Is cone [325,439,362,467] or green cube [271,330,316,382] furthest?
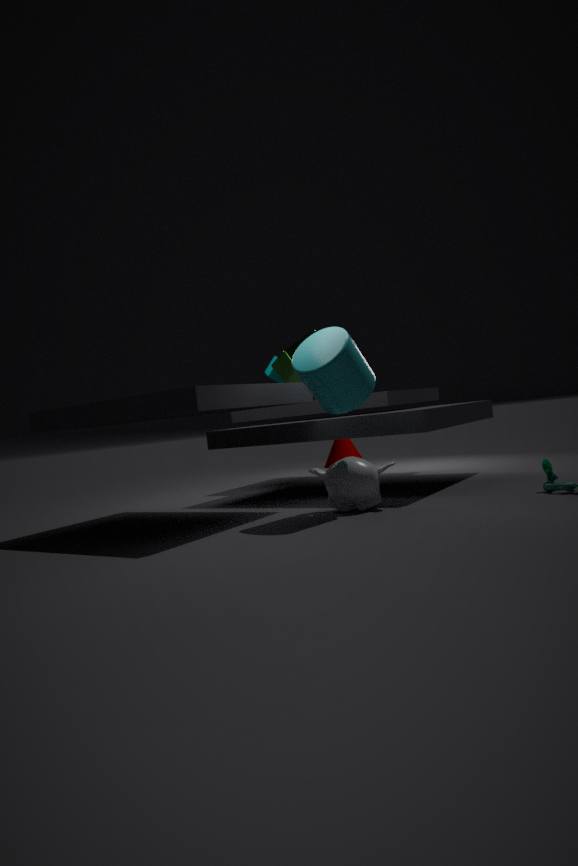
cone [325,439,362,467]
